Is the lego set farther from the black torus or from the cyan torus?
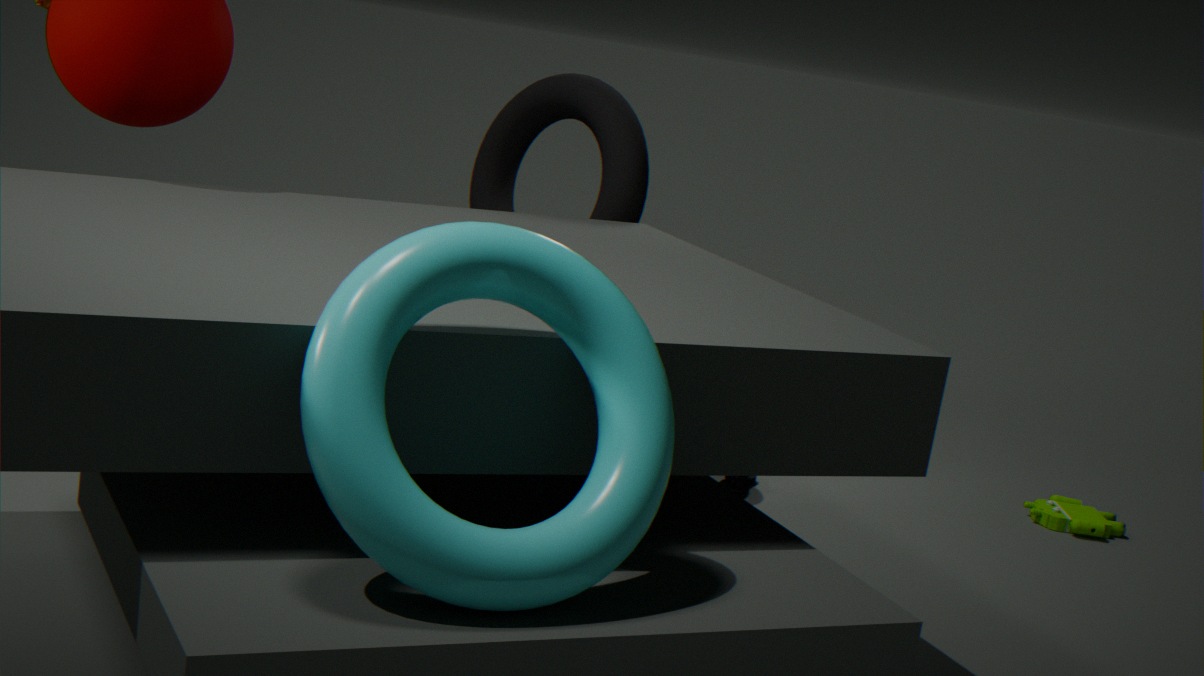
the cyan torus
